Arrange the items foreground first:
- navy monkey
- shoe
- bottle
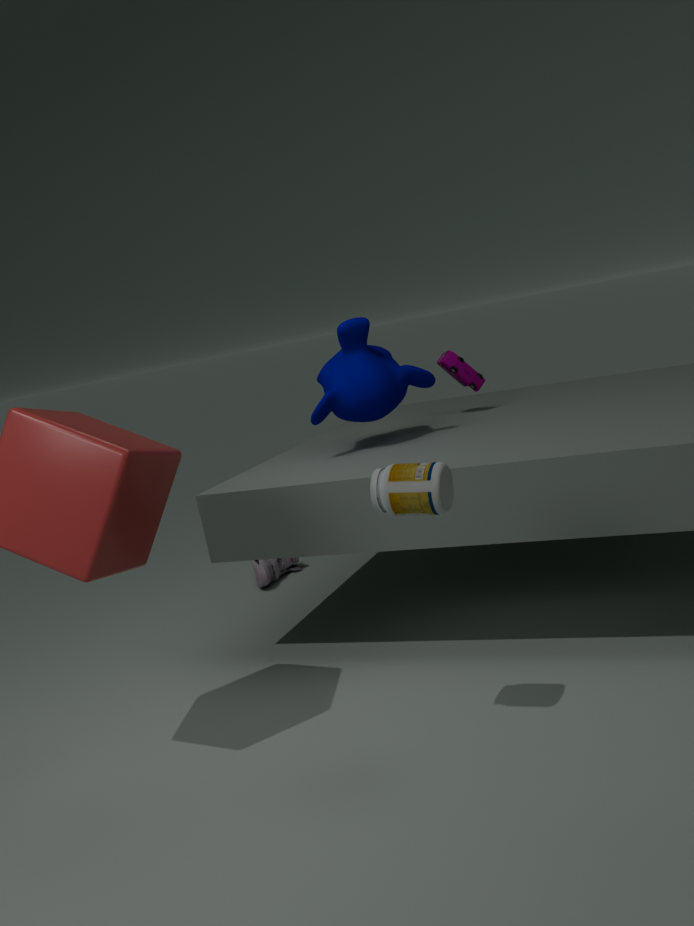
1. bottle
2. navy monkey
3. shoe
